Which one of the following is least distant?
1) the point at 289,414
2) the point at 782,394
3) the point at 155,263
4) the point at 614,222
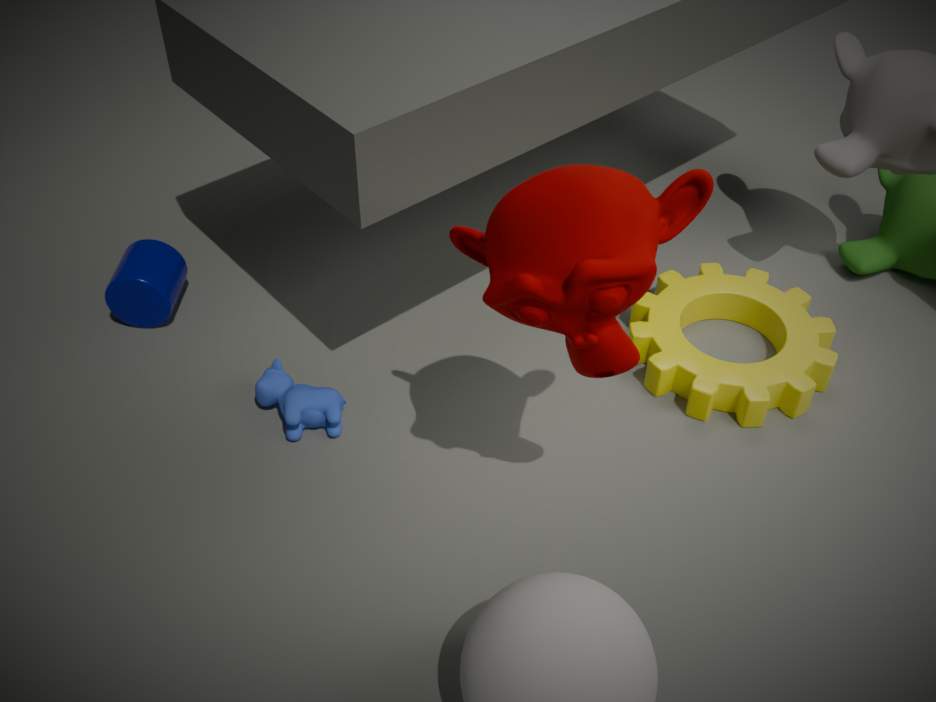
4. the point at 614,222
